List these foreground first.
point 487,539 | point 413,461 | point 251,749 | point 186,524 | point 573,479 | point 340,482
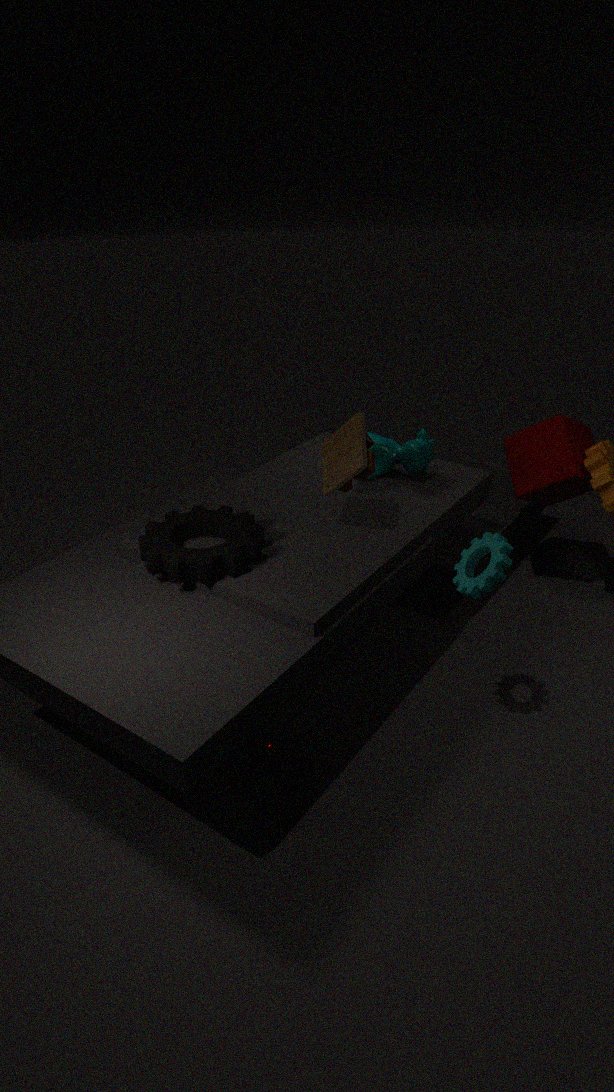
point 487,539 < point 251,749 < point 340,482 < point 186,524 < point 573,479 < point 413,461
